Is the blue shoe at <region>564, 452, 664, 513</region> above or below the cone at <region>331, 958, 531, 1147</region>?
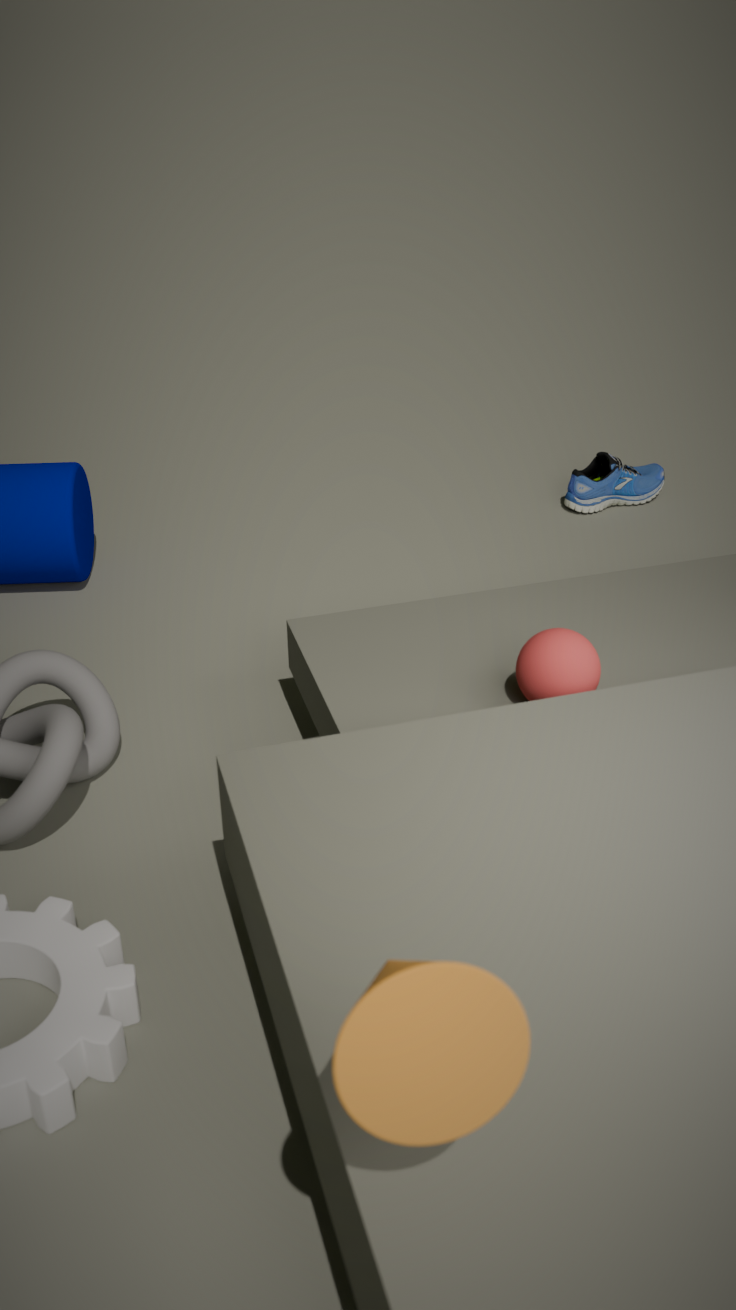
below
